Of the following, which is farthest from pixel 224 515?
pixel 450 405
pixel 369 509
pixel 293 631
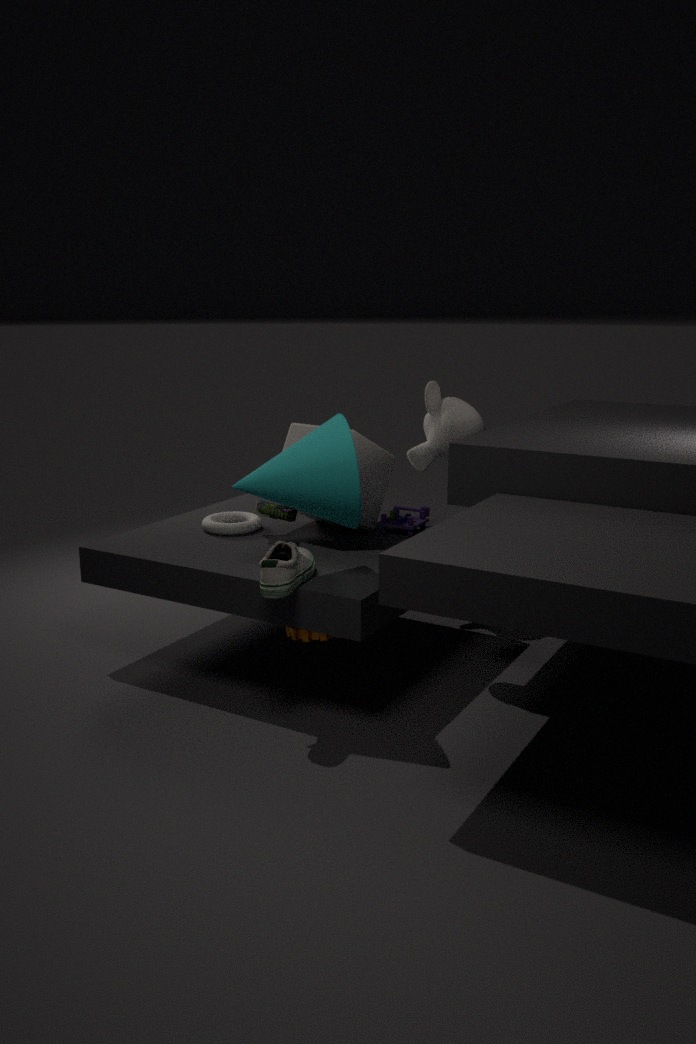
pixel 450 405
